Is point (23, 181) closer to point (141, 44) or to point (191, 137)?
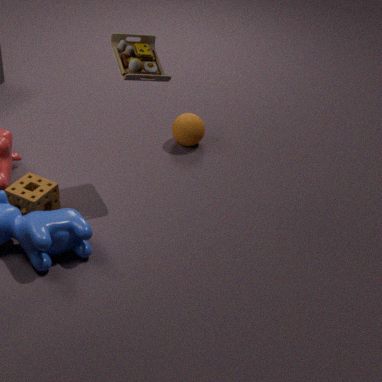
point (141, 44)
